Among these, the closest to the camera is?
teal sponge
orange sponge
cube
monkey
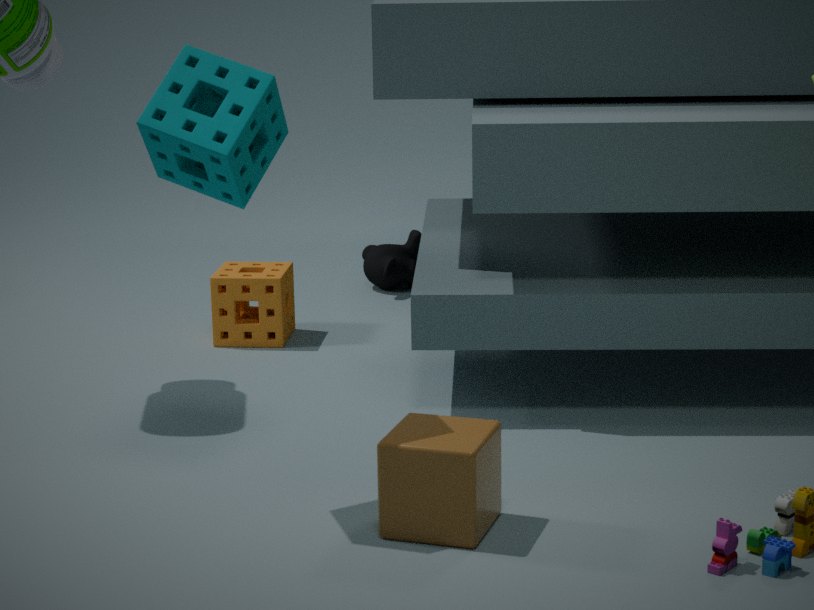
teal sponge
